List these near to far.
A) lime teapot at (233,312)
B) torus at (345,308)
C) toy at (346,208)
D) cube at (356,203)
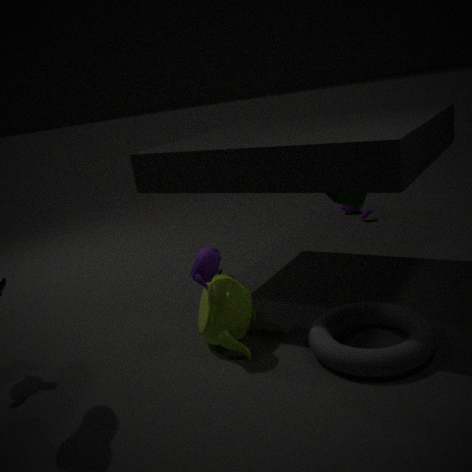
1. torus at (345,308)
2. lime teapot at (233,312)
3. cube at (356,203)
4. toy at (346,208)
